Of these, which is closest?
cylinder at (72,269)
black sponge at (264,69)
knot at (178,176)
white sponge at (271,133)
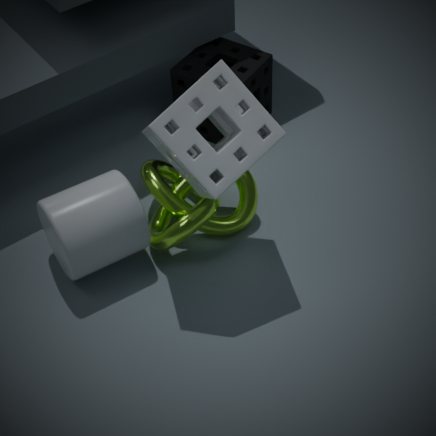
white sponge at (271,133)
